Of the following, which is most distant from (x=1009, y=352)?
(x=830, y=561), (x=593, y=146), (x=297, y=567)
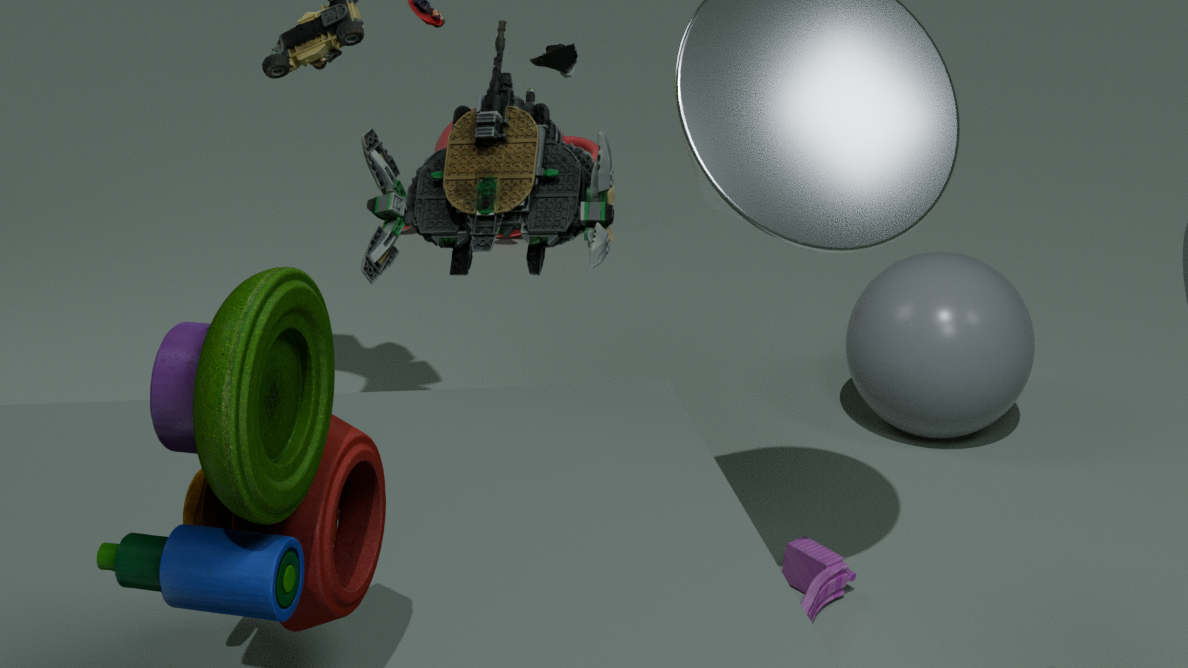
(x=297, y=567)
